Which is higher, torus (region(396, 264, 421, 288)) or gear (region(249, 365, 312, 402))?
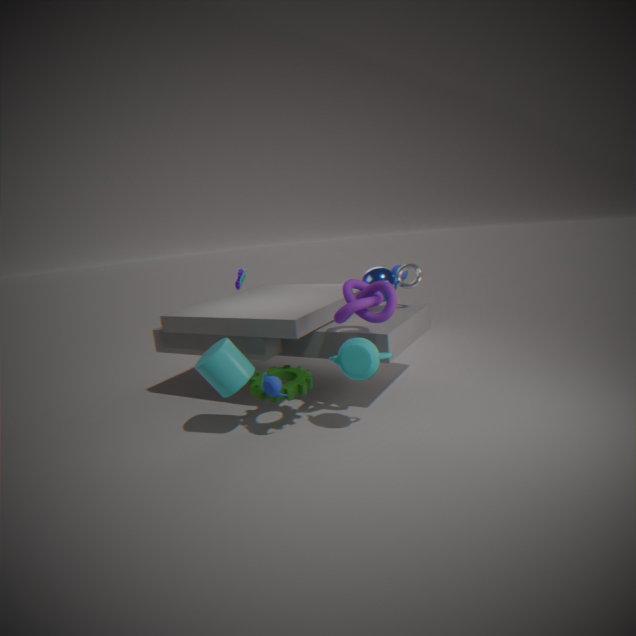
torus (region(396, 264, 421, 288))
